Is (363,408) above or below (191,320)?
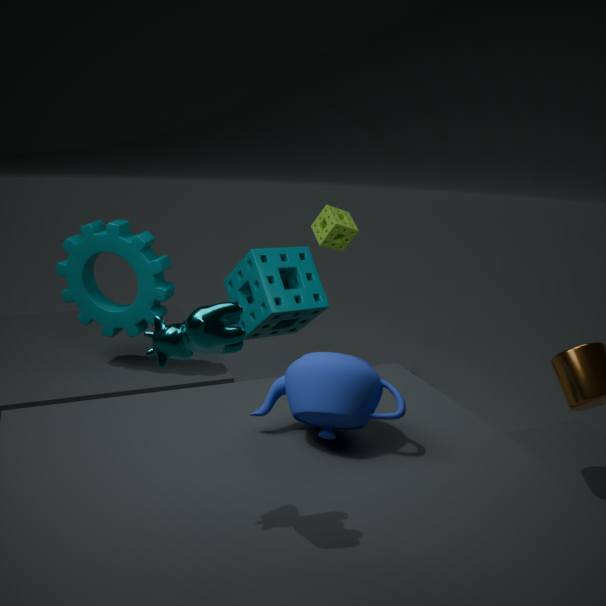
below
